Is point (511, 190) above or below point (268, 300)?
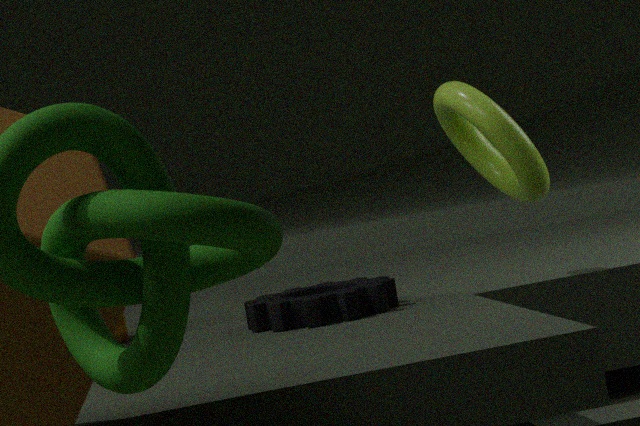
above
